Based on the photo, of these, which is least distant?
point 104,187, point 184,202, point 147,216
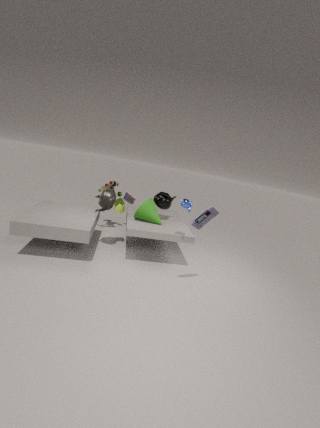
point 184,202
